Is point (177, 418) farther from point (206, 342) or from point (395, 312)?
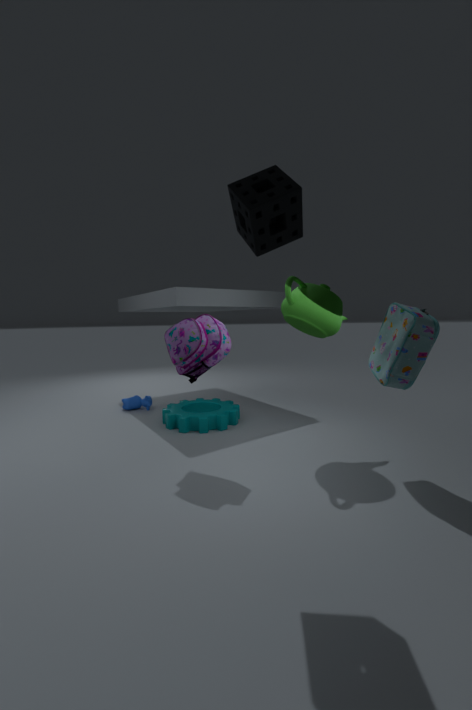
point (395, 312)
